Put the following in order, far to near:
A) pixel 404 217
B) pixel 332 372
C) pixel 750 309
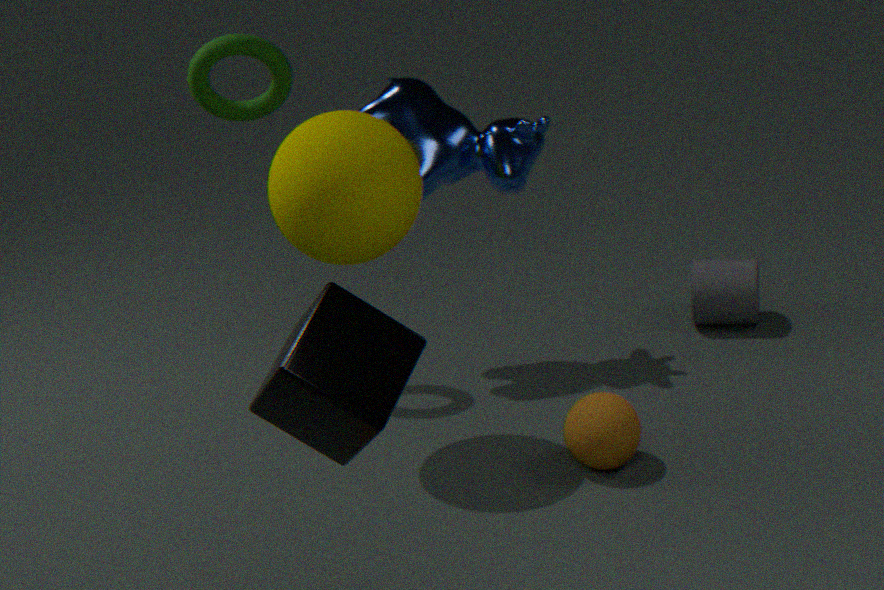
pixel 750 309
pixel 404 217
pixel 332 372
